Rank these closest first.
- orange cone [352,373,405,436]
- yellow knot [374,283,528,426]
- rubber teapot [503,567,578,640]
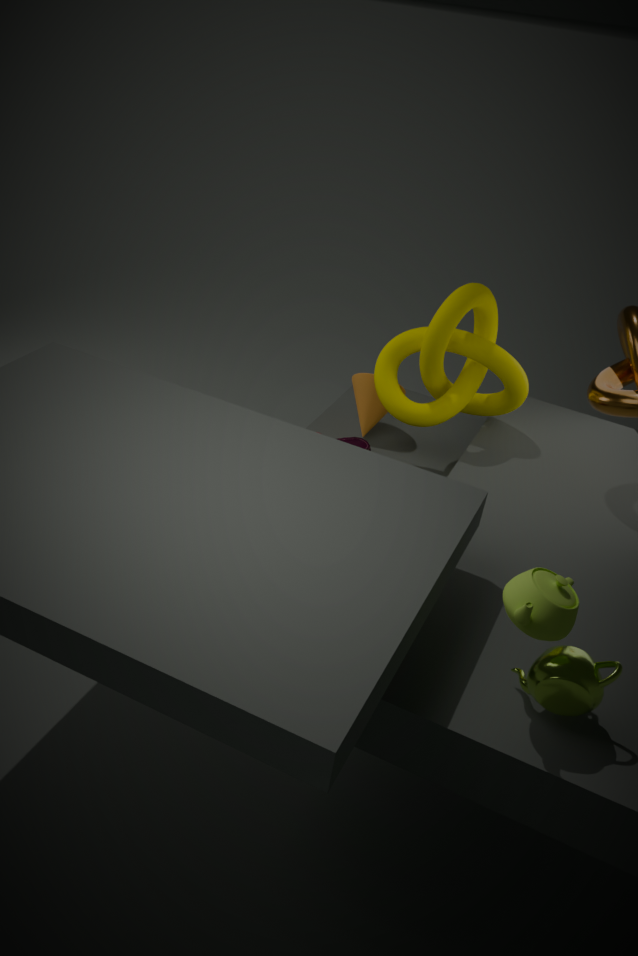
rubber teapot [503,567,578,640] → yellow knot [374,283,528,426] → orange cone [352,373,405,436]
